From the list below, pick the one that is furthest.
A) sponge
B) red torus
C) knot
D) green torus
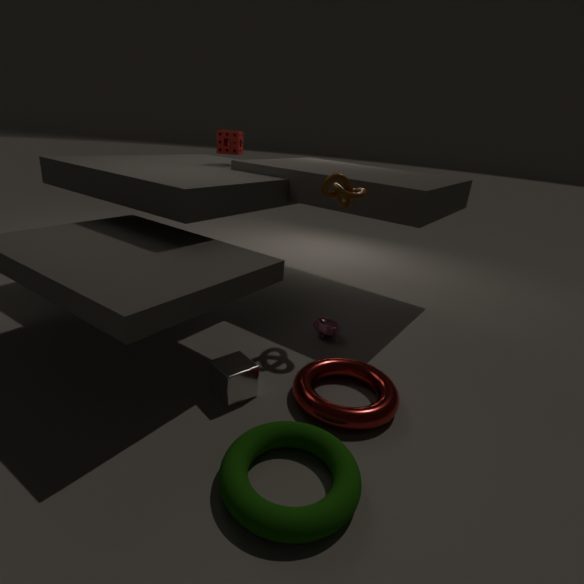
sponge
